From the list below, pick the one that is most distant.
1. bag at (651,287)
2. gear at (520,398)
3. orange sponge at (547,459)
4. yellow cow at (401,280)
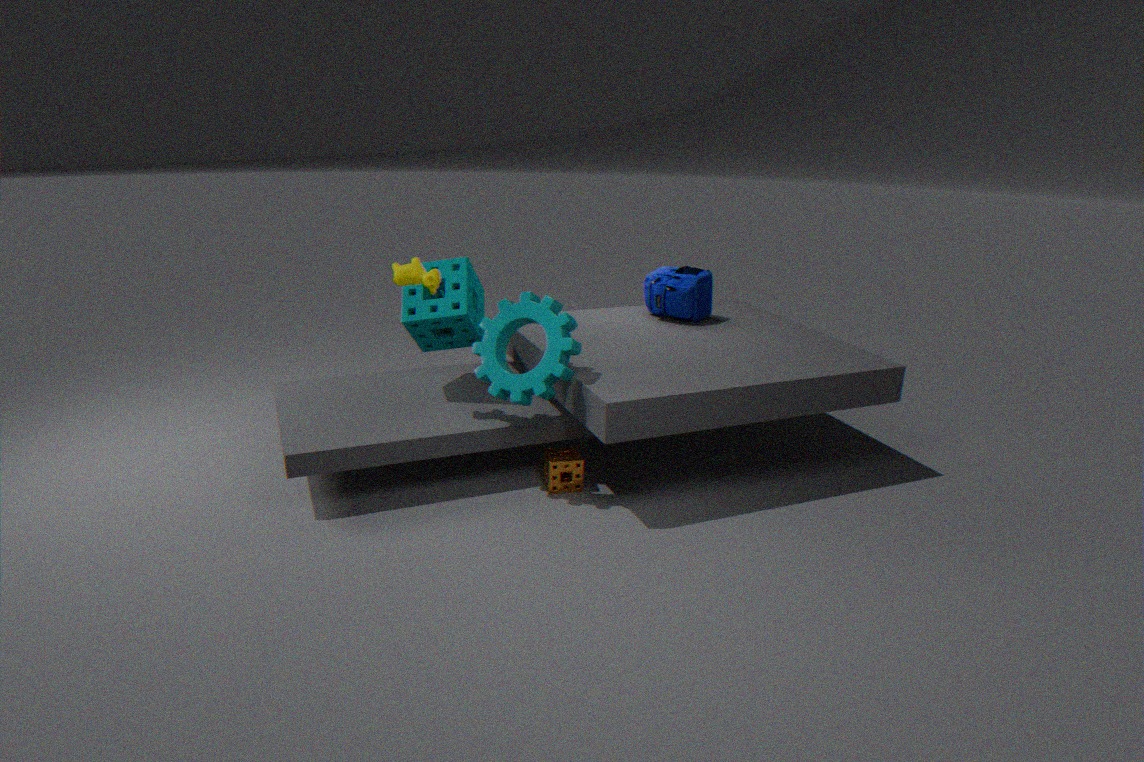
bag at (651,287)
